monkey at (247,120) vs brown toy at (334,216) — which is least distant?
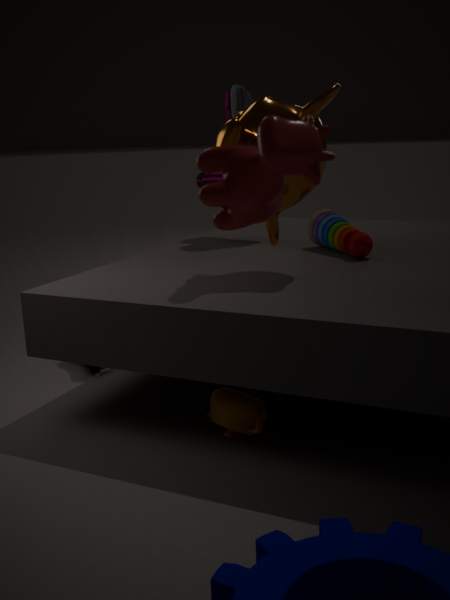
monkey at (247,120)
